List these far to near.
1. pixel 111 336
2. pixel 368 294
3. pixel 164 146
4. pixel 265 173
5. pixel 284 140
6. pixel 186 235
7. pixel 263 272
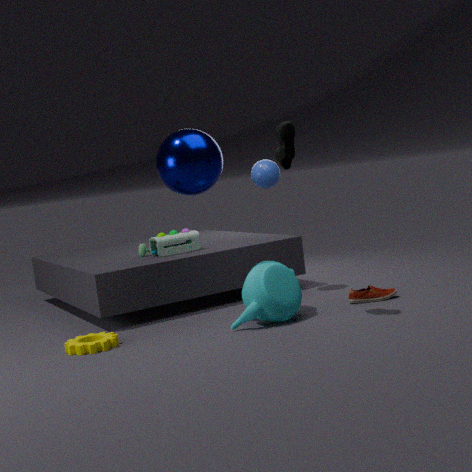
pixel 186 235 < pixel 265 173 < pixel 368 294 < pixel 164 146 < pixel 263 272 < pixel 111 336 < pixel 284 140
